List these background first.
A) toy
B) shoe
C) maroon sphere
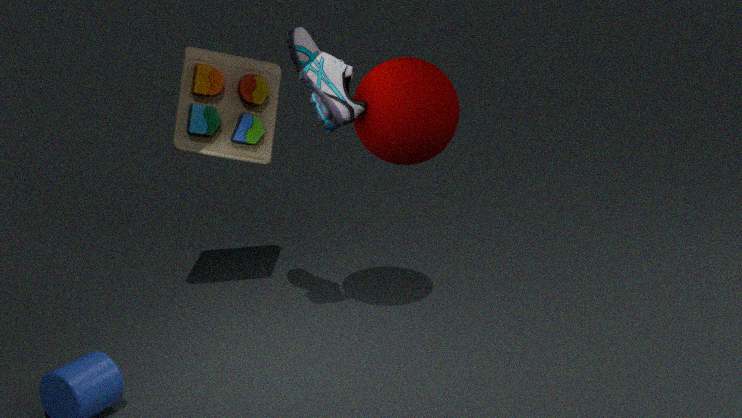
toy, maroon sphere, shoe
